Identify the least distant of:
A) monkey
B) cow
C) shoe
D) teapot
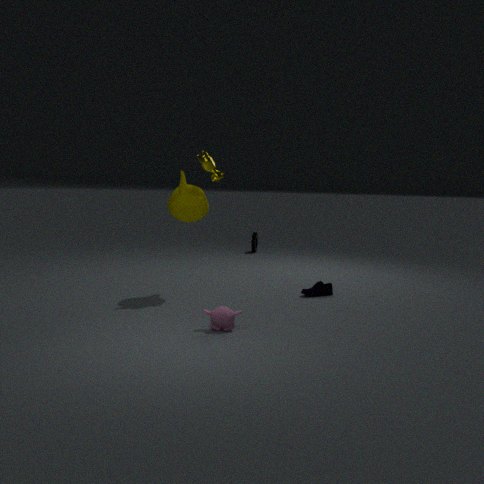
monkey
